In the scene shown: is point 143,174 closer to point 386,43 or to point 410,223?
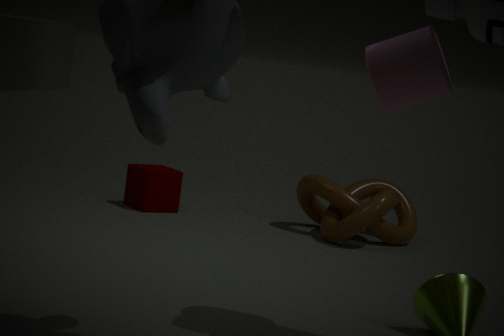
point 410,223
